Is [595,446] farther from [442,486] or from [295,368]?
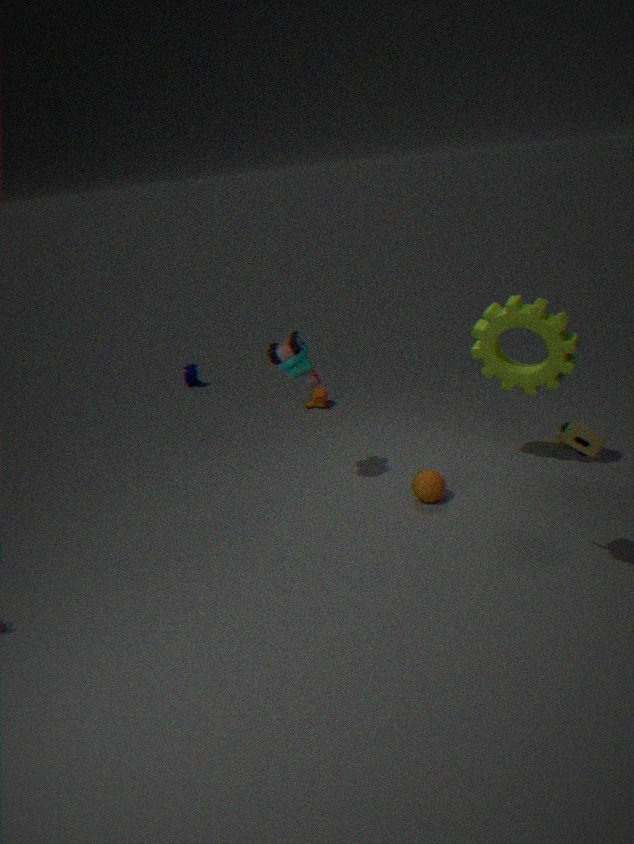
[295,368]
